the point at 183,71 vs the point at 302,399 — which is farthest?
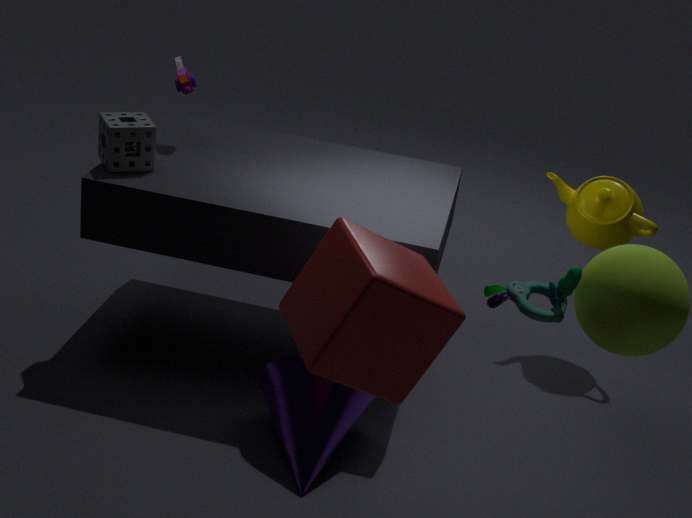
the point at 183,71
